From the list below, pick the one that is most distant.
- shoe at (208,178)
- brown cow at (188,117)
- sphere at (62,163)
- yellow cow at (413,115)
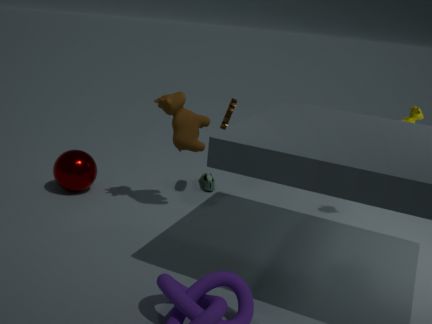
shoe at (208,178)
